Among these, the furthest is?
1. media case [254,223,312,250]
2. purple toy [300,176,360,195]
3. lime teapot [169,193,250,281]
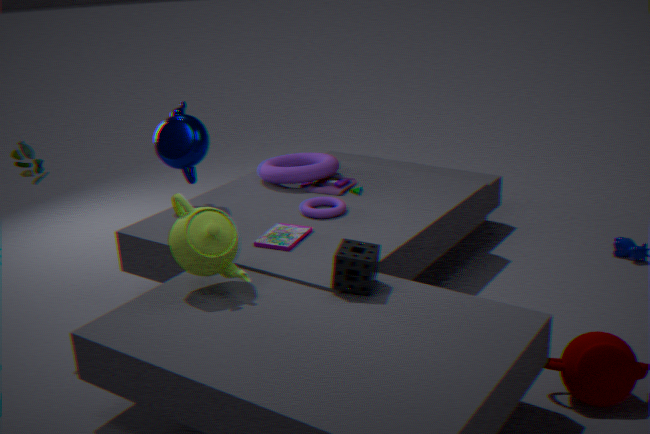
purple toy [300,176,360,195]
